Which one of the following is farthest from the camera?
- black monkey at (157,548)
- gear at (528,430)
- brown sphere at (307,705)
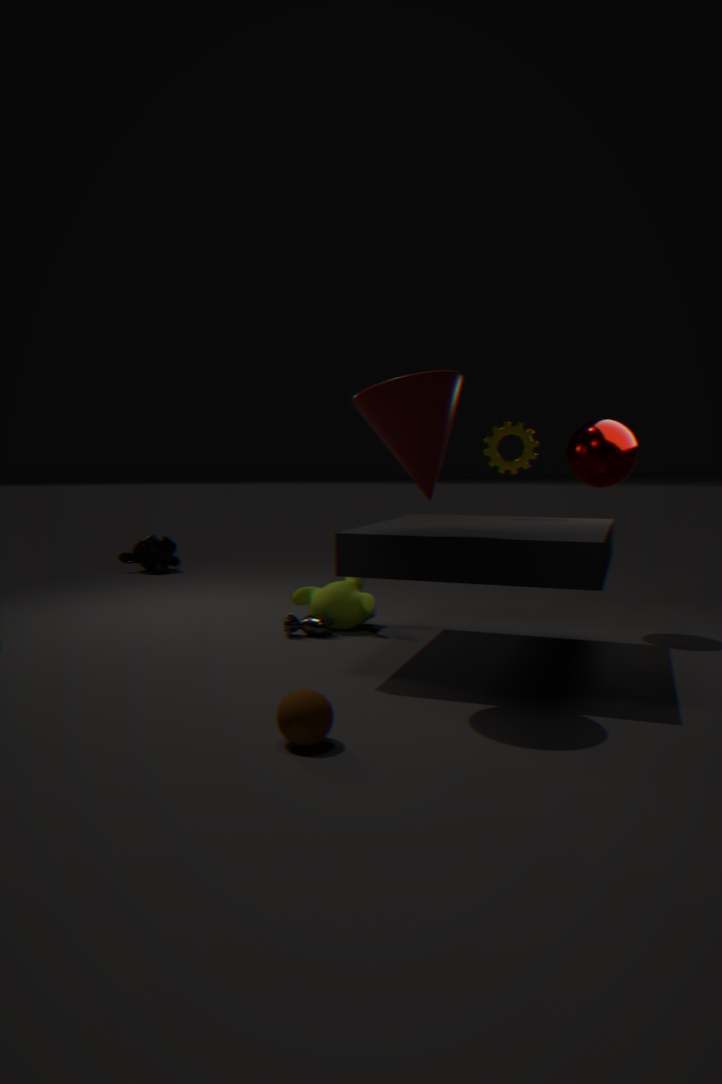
black monkey at (157,548)
